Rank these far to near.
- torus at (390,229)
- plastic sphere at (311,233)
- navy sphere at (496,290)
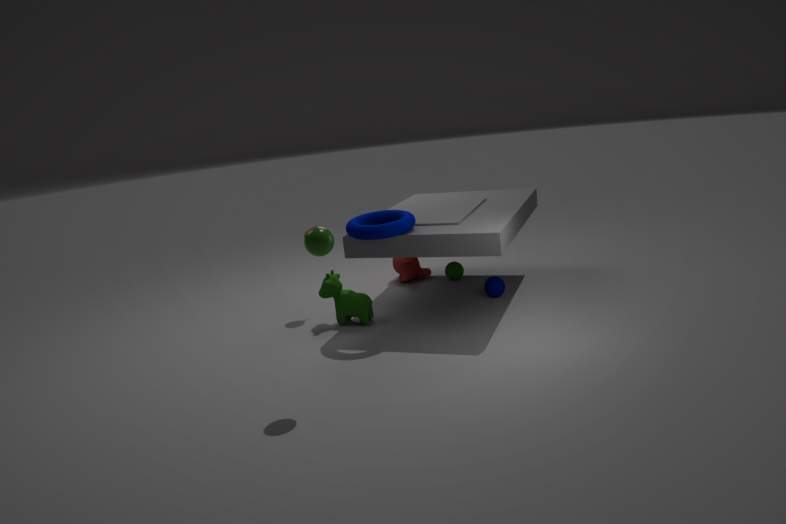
1. navy sphere at (496,290)
2. torus at (390,229)
3. plastic sphere at (311,233)
